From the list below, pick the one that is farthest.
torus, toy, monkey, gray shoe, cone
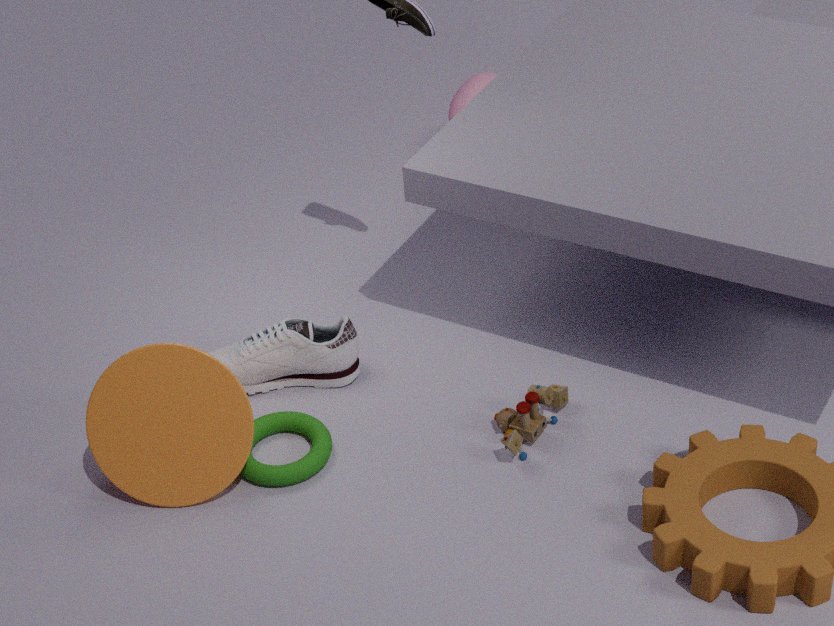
monkey
